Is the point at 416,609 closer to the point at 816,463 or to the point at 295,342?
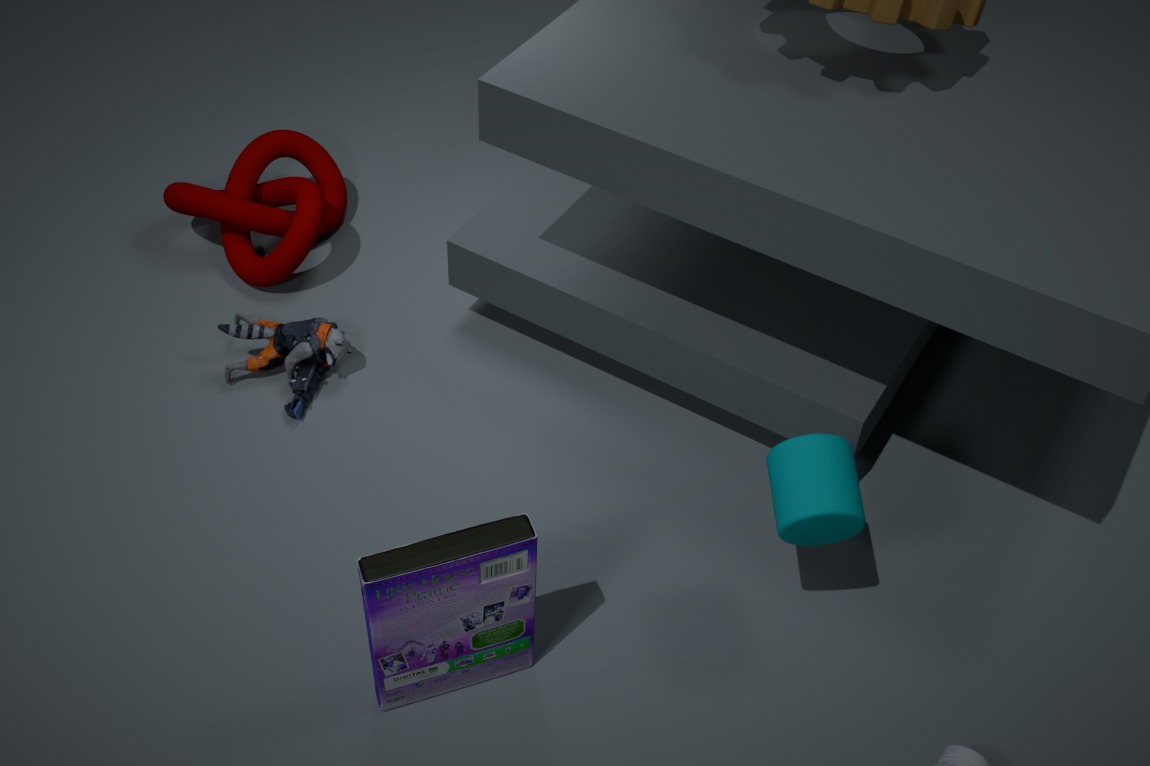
the point at 816,463
